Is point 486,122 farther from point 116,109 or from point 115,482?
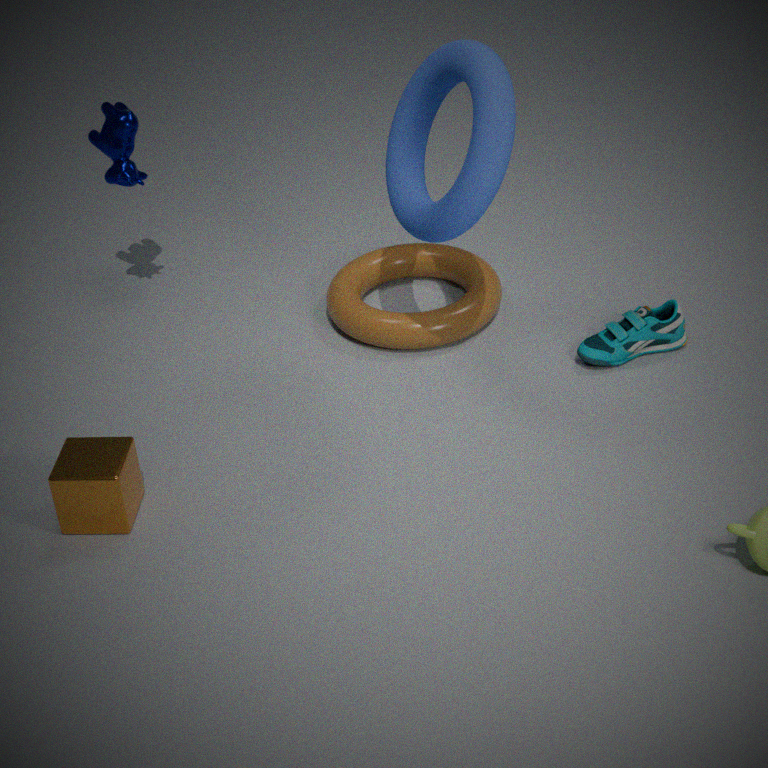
point 115,482
